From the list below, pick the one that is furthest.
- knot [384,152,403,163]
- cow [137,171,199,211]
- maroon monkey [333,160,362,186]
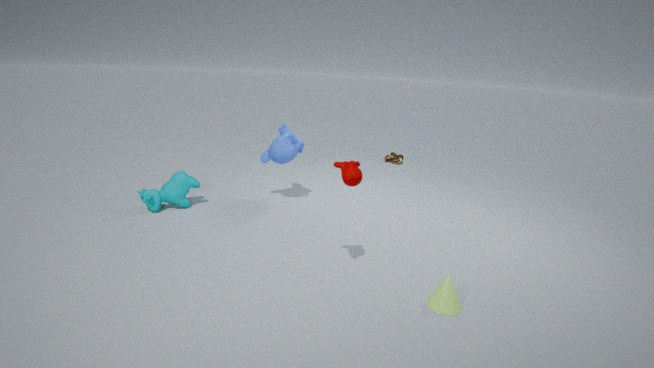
knot [384,152,403,163]
